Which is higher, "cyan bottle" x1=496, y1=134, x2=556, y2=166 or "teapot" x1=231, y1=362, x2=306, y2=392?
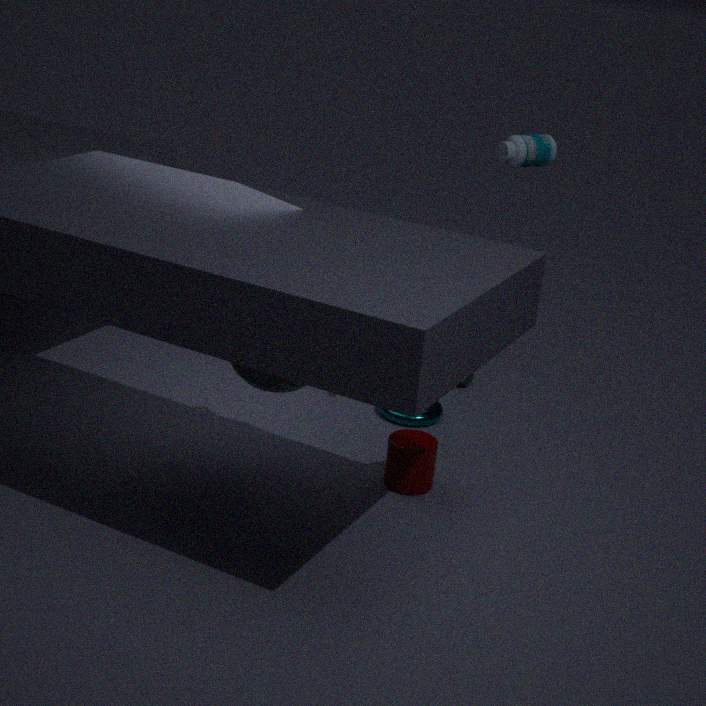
"cyan bottle" x1=496, y1=134, x2=556, y2=166
